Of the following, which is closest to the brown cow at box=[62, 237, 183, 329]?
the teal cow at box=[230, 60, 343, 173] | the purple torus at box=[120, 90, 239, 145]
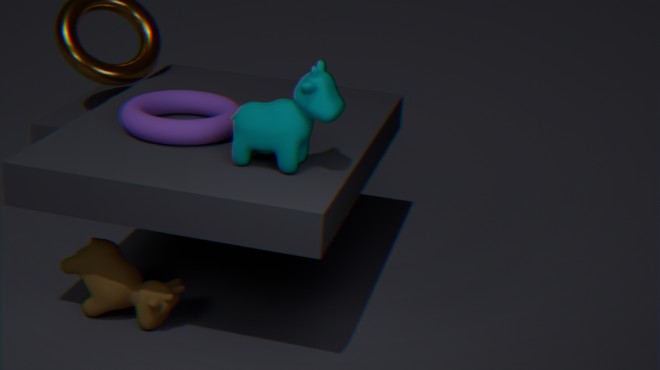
the purple torus at box=[120, 90, 239, 145]
